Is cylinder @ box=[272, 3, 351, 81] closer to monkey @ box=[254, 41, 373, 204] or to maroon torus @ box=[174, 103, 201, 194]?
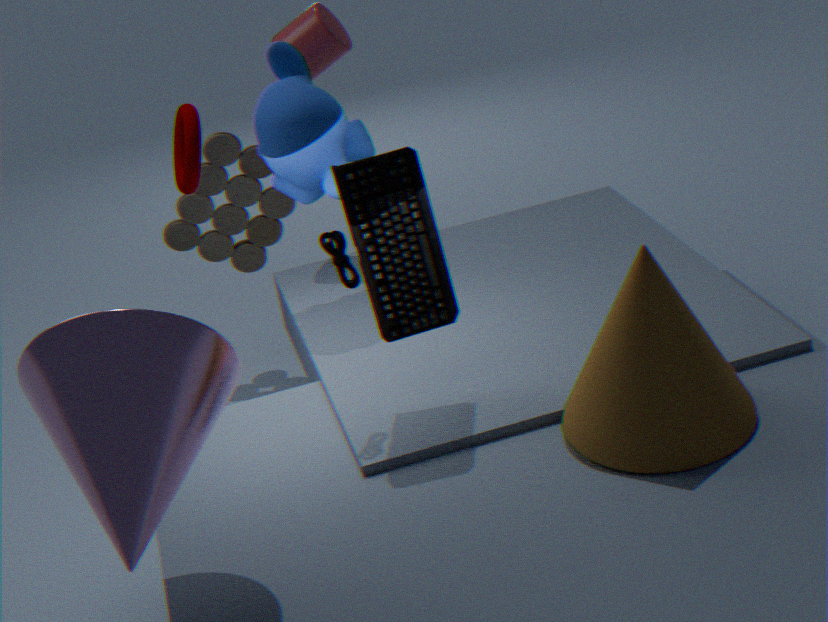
monkey @ box=[254, 41, 373, 204]
